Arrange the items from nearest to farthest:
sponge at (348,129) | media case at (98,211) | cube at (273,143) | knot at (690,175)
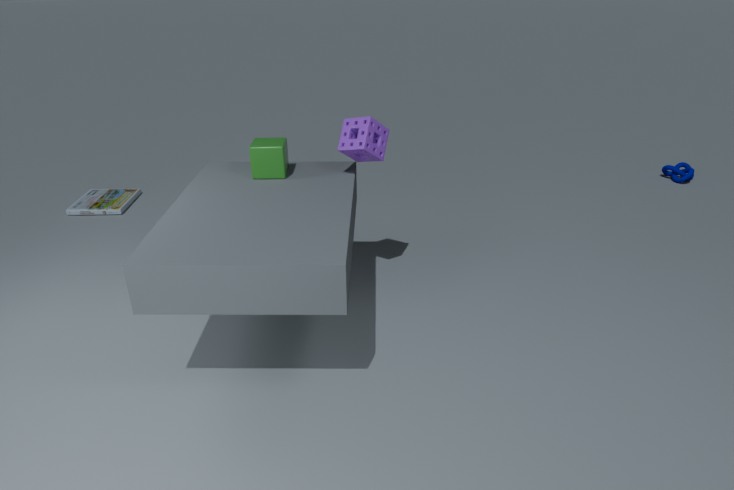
→ sponge at (348,129)
cube at (273,143)
media case at (98,211)
knot at (690,175)
